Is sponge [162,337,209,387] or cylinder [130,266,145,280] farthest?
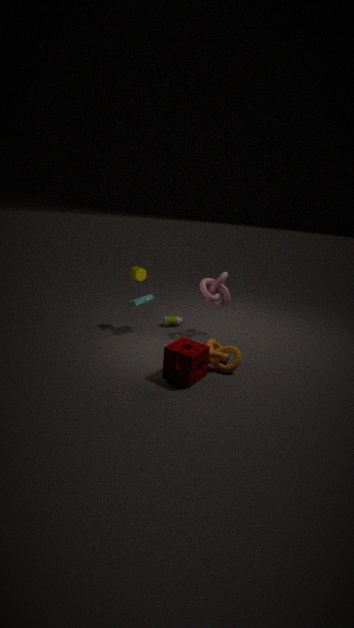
cylinder [130,266,145,280]
